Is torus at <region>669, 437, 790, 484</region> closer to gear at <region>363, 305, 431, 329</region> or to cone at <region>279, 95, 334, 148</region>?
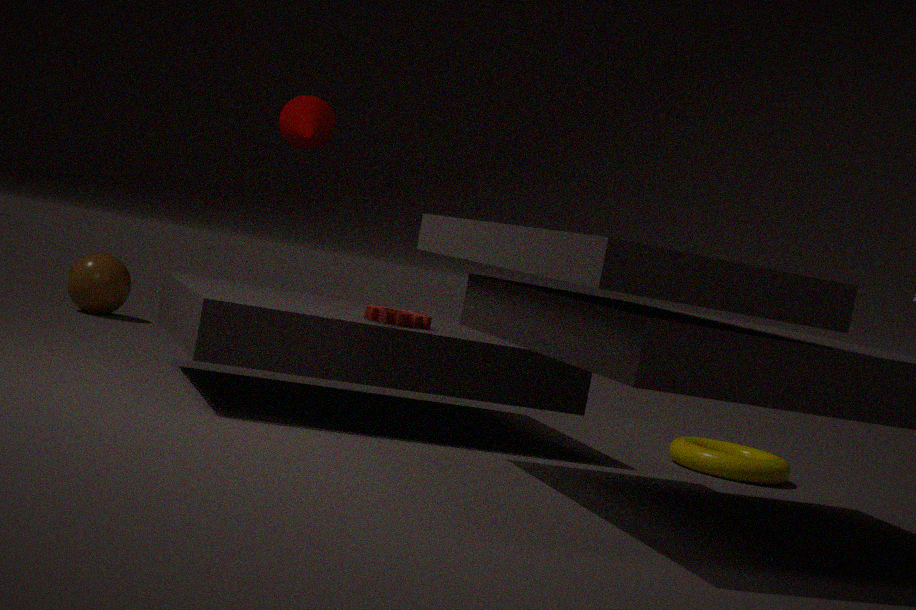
gear at <region>363, 305, 431, 329</region>
